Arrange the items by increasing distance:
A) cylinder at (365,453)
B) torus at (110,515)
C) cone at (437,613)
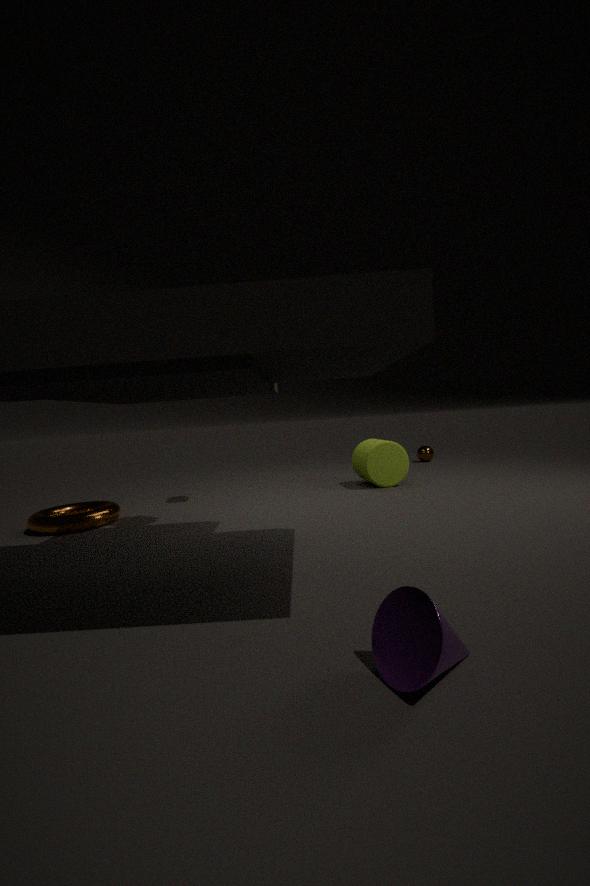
cone at (437,613), torus at (110,515), cylinder at (365,453)
